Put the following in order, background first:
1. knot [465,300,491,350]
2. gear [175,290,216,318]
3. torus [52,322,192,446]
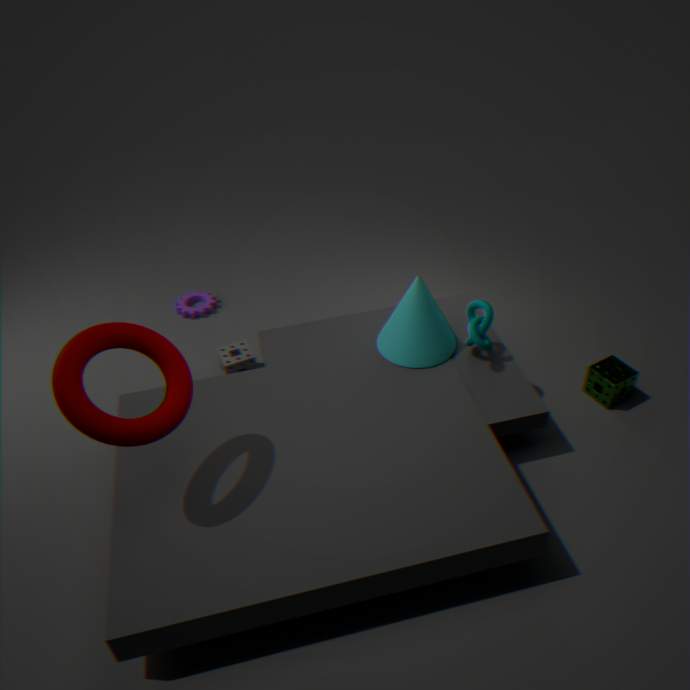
gear [175,290,216,318], knot [465,300,491,350], torus [52,322,192,446]
